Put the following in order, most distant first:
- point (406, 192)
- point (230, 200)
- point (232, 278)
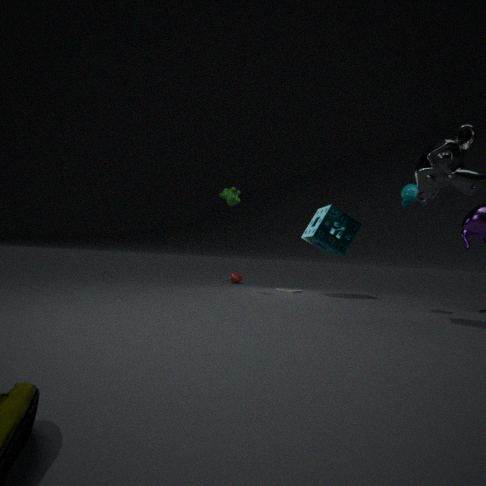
point (232, 278) < point (230, 200) < point (406, 192)
